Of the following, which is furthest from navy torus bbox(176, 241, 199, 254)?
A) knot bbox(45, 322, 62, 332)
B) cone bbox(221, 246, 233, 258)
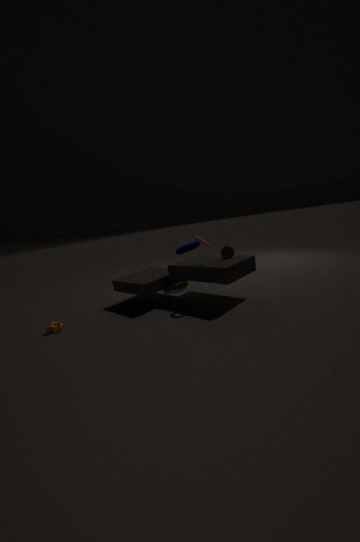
knot bbox(45, 322, 62, 332)
